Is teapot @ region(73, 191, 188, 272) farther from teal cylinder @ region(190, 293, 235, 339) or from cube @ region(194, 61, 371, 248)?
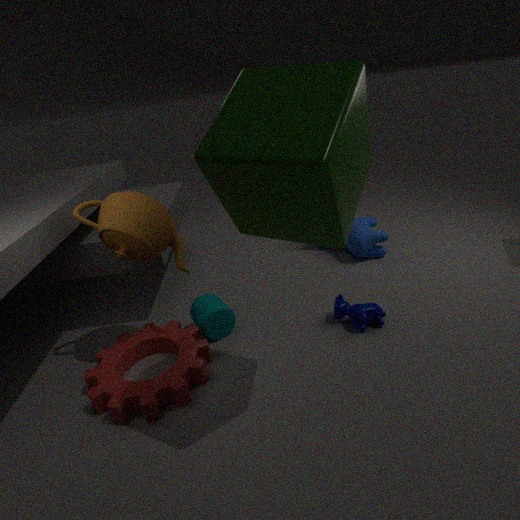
cube @ region(194, 61, 371, 248)
